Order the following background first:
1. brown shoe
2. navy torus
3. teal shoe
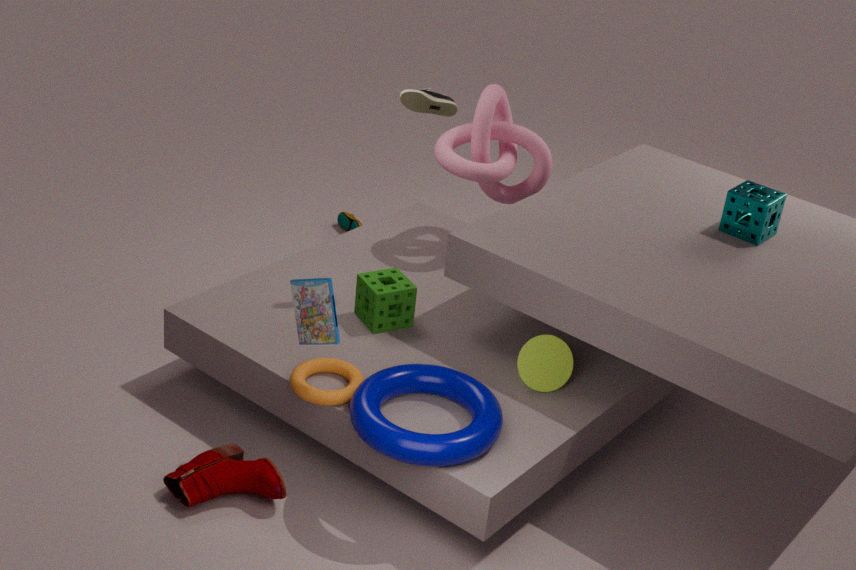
teal shoe < brown shoe < navy torus
